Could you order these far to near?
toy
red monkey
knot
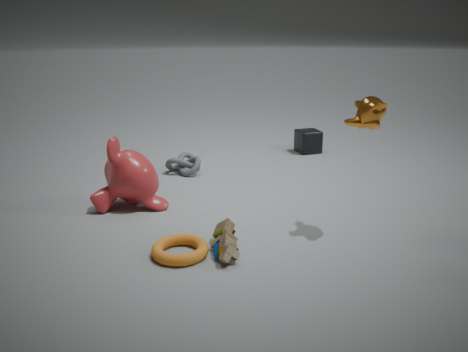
knot
red monkey
toy
